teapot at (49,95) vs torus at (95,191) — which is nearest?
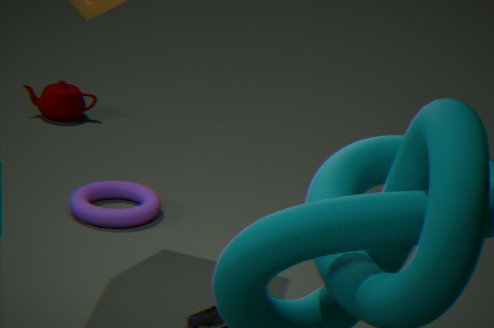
torus at (95,191)
